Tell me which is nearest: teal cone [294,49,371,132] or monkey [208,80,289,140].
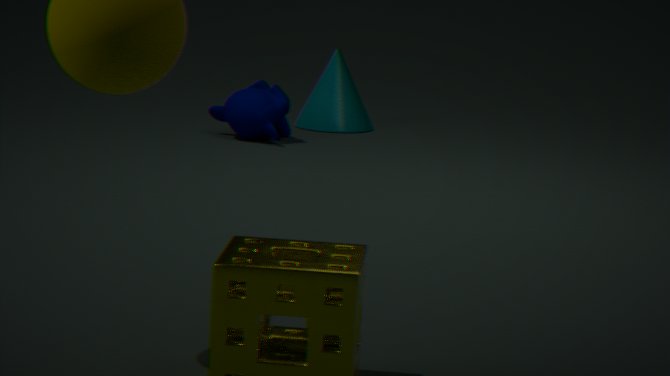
monkey [208,80,289,140]
